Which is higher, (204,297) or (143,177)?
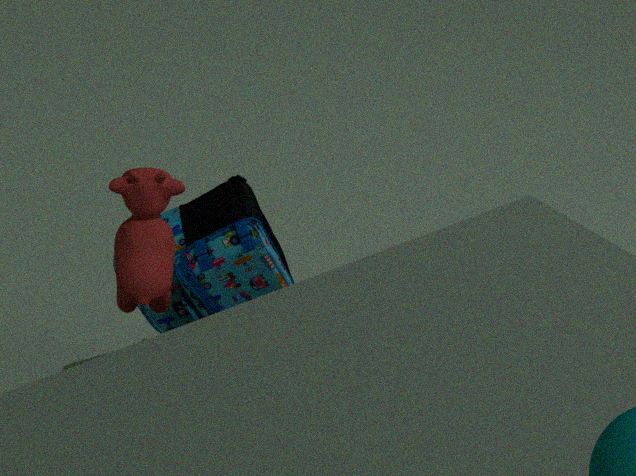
(143,177)
